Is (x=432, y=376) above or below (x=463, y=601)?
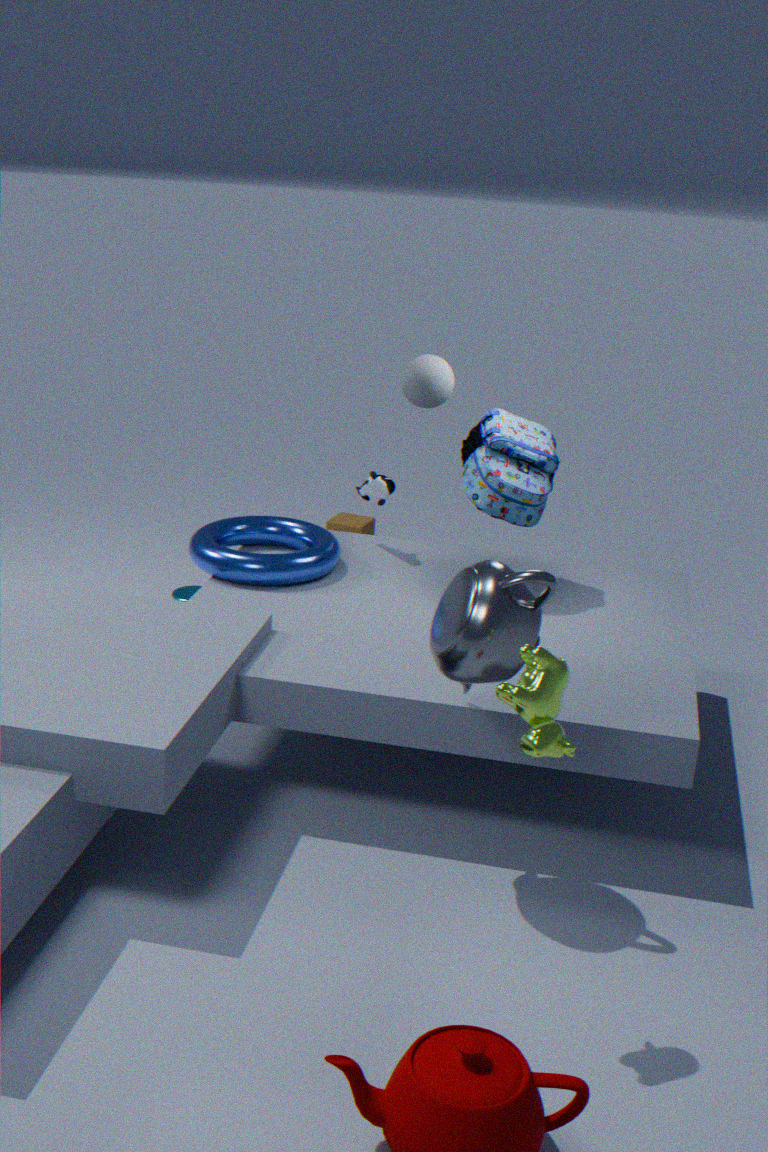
above
